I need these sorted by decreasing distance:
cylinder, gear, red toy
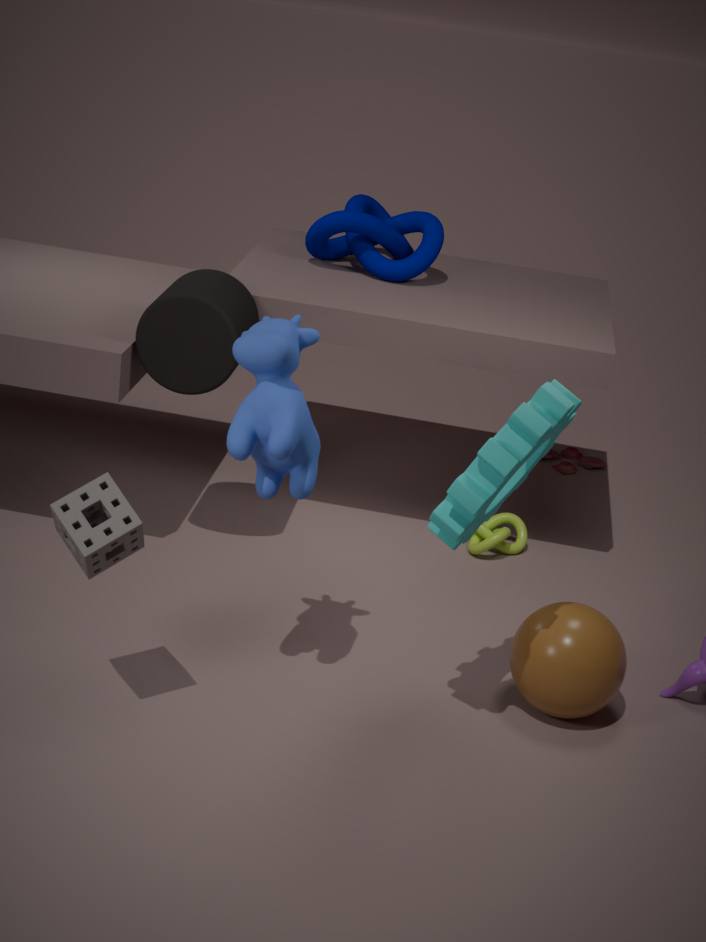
1. red toy
2. cylinder
3. gear
